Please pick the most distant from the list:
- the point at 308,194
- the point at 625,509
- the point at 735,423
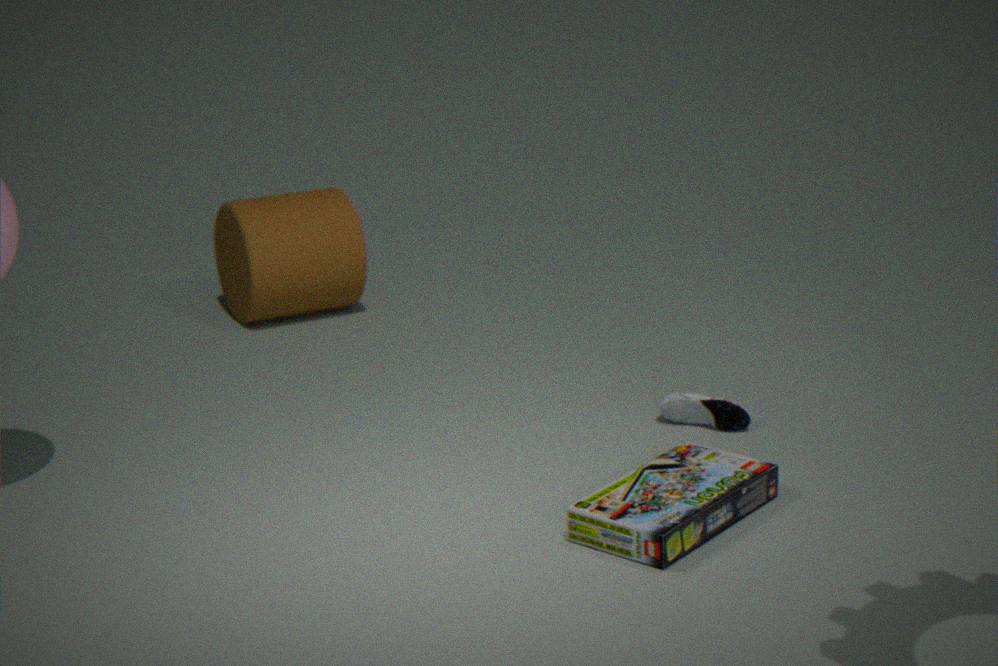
the point at 308,194
